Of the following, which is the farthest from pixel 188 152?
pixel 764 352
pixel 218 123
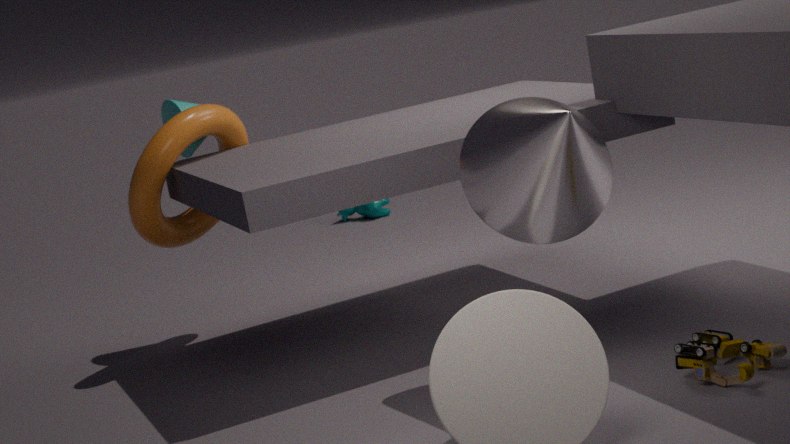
pixel 764 352
